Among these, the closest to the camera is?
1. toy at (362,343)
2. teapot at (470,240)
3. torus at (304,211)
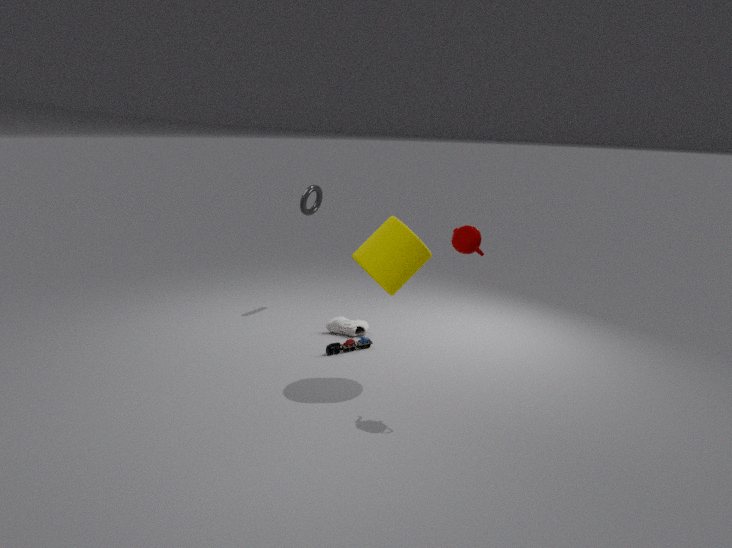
teapot at (470,240)
